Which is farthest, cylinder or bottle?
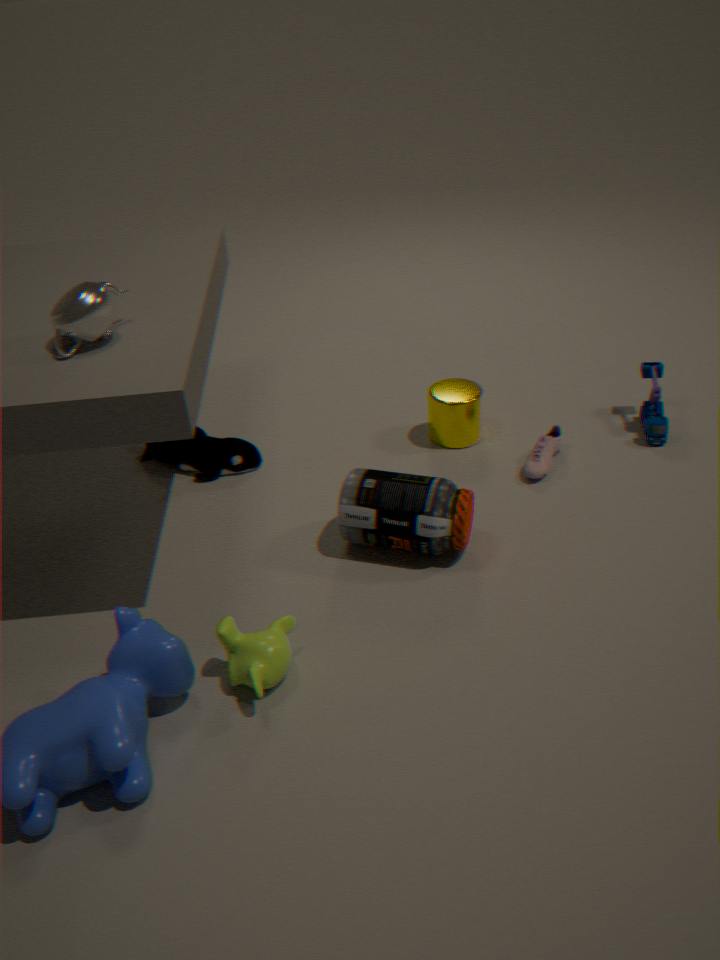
cylinder
